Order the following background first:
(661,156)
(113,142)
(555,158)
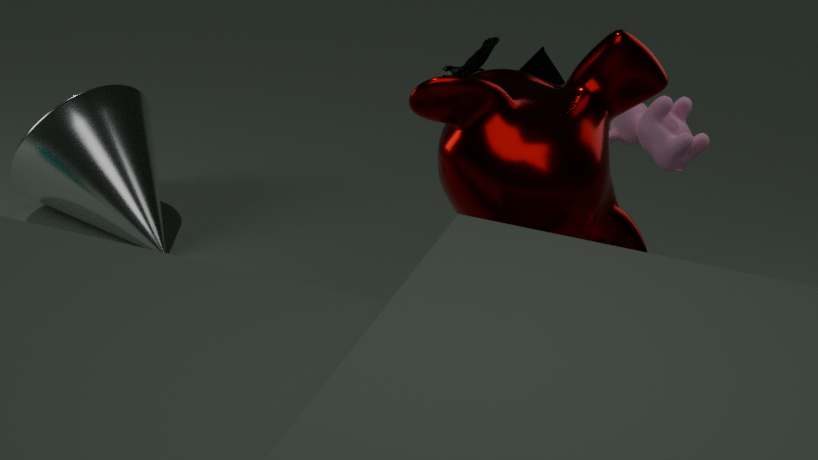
(113,142), (661,156), (555,158)
